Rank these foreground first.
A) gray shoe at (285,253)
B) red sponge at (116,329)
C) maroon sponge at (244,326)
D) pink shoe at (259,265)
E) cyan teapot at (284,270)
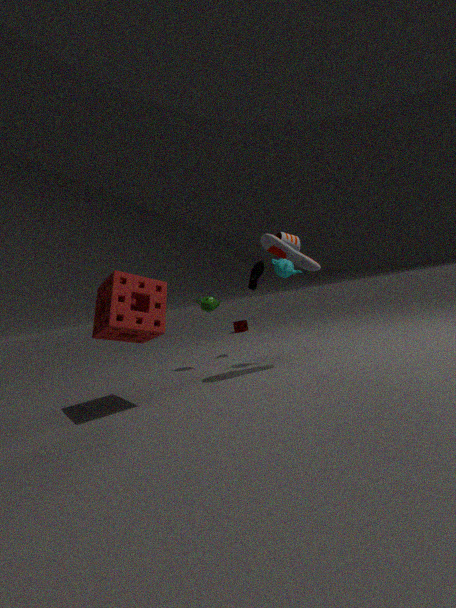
red sponge at (116,329)
gray shoe at (285,253)
cyan teapot at (284,270)
pink shoe at (259,265)
maroon sponge at (244,326)
